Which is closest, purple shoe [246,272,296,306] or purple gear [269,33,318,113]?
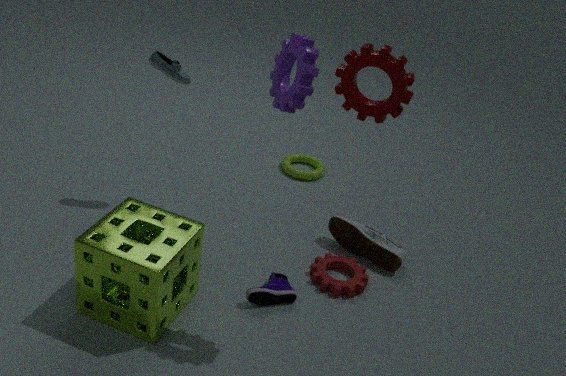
purple gear [269,33,318,113]
